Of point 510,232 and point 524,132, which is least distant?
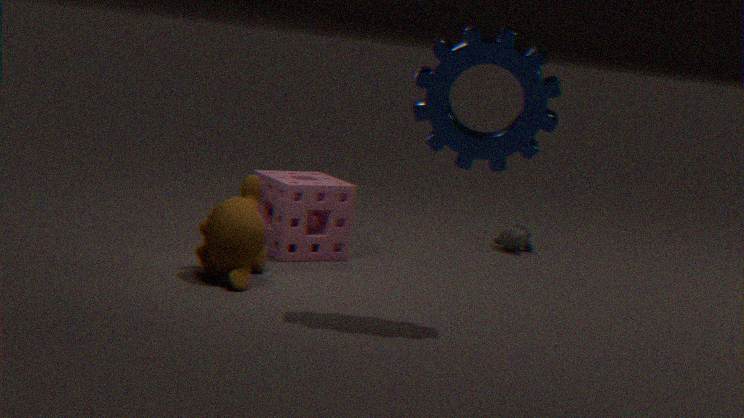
point 524,132
